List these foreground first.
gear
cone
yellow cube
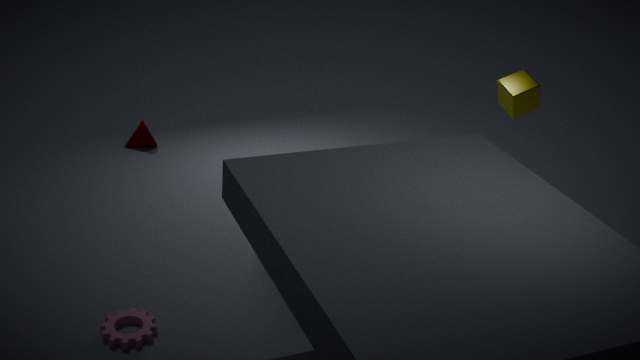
gear → yellow cube → cone
